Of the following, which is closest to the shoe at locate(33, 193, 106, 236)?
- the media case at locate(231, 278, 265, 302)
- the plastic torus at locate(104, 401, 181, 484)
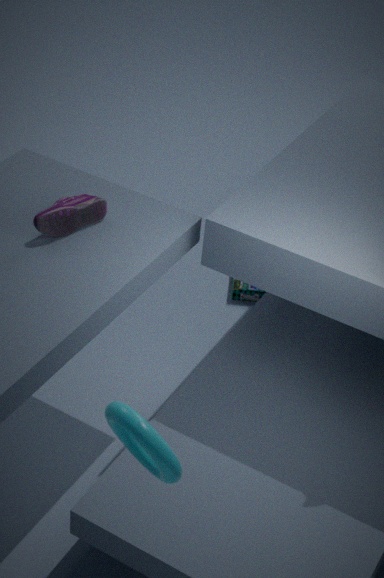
the plastic torus at locate(104, 401, 181, 484)
